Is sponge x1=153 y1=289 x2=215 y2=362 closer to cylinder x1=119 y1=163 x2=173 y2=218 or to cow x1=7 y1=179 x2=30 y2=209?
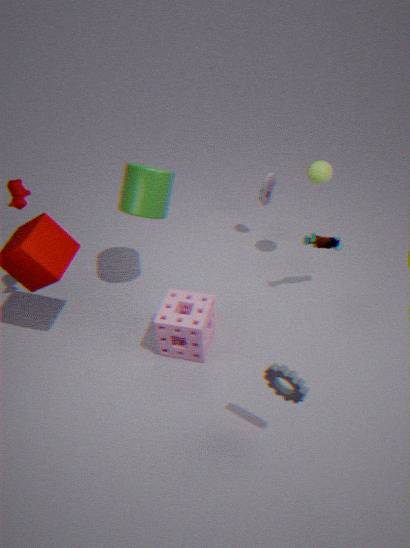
cylinder x1=119 y1=163 x2=173 y2=218
